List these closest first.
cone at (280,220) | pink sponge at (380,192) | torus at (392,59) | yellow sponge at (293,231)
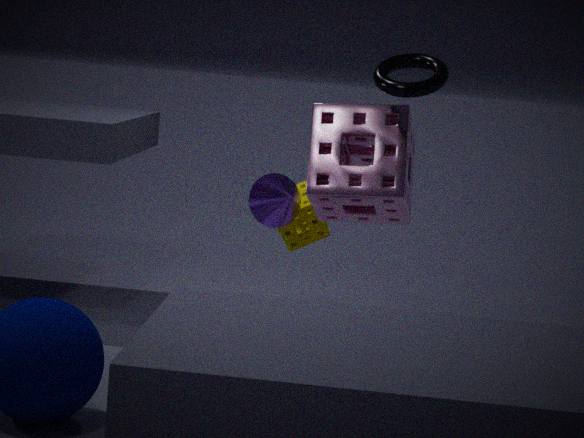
1. torus at (392,59)
2. pink sponge at (380,192)
3. cone at (280,220)
4. yellow sponge at (293,231)
